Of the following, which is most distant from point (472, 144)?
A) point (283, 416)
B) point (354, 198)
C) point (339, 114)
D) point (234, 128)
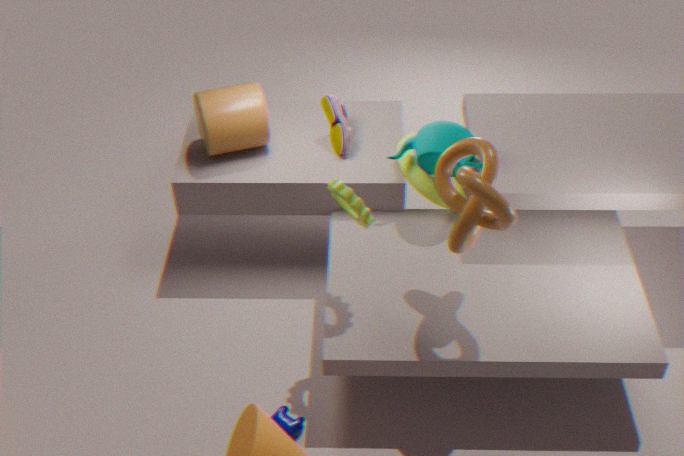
point (234, 128)
